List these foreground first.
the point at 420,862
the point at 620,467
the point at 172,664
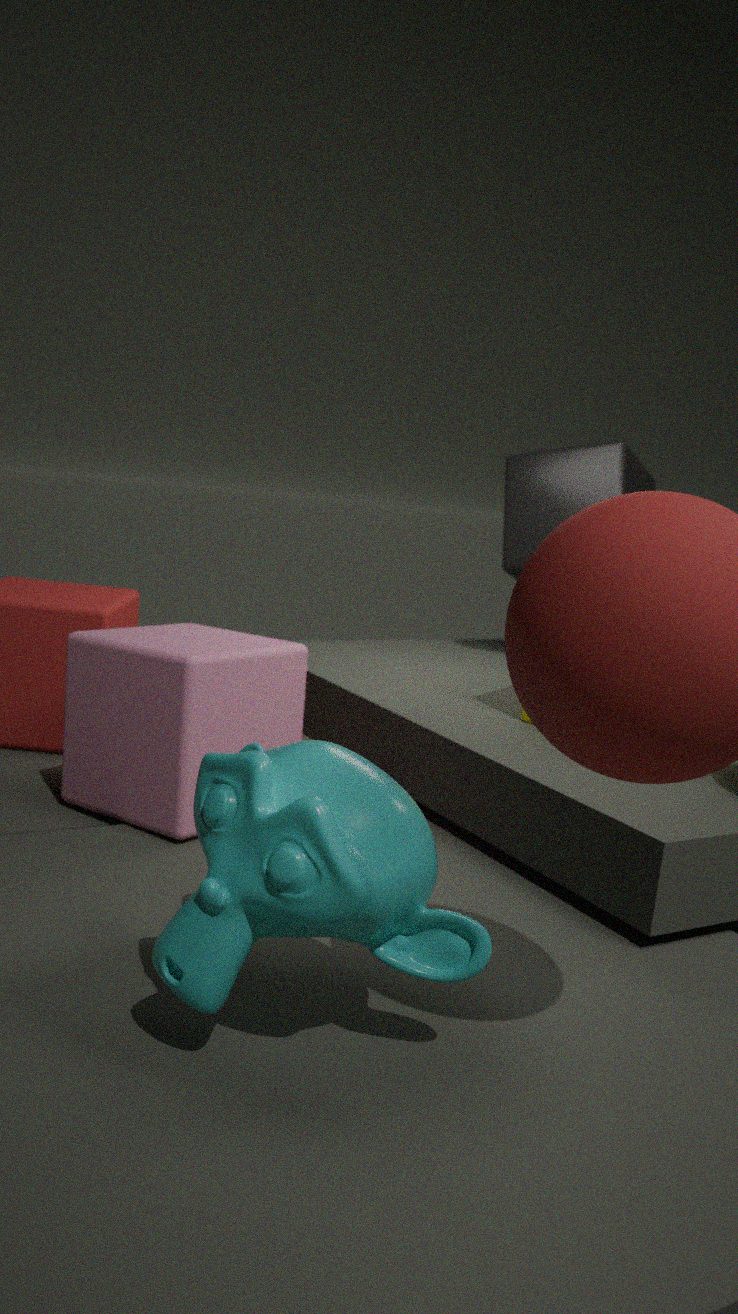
the point at 420,862 < the point at 172,664 < the point at 620,467
